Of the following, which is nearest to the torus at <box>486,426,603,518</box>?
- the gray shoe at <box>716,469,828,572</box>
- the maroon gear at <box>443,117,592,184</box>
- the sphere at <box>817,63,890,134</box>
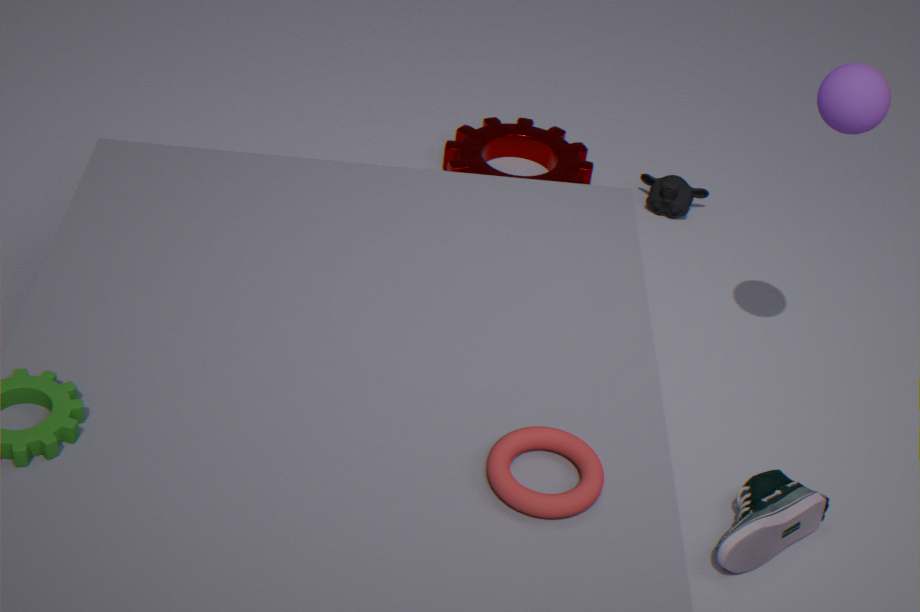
the gray shoe at <box>716,469,828,572</box>
